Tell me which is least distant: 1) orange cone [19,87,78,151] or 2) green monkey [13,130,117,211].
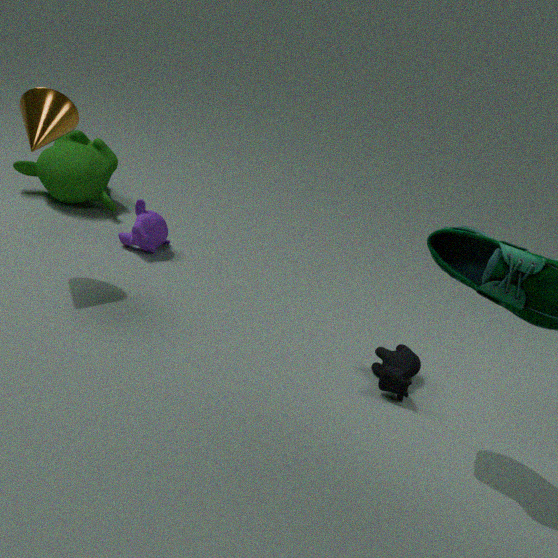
1. orange cone [19,87,78,151]
